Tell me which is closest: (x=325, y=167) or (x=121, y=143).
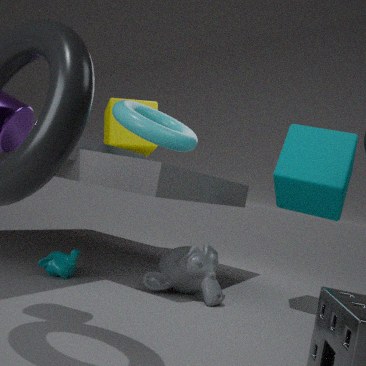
(x=325, y=167)
